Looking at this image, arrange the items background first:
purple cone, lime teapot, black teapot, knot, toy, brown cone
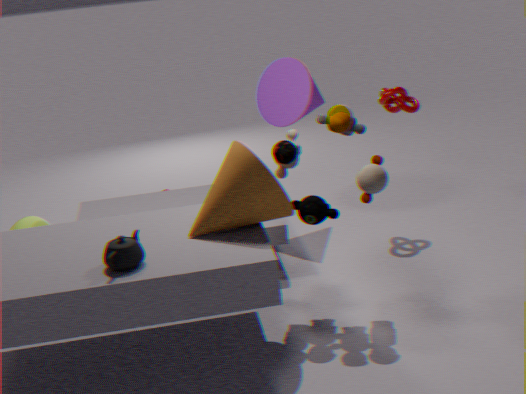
purple cone < lime teapot < knot < toy < brown cone < black teapot
